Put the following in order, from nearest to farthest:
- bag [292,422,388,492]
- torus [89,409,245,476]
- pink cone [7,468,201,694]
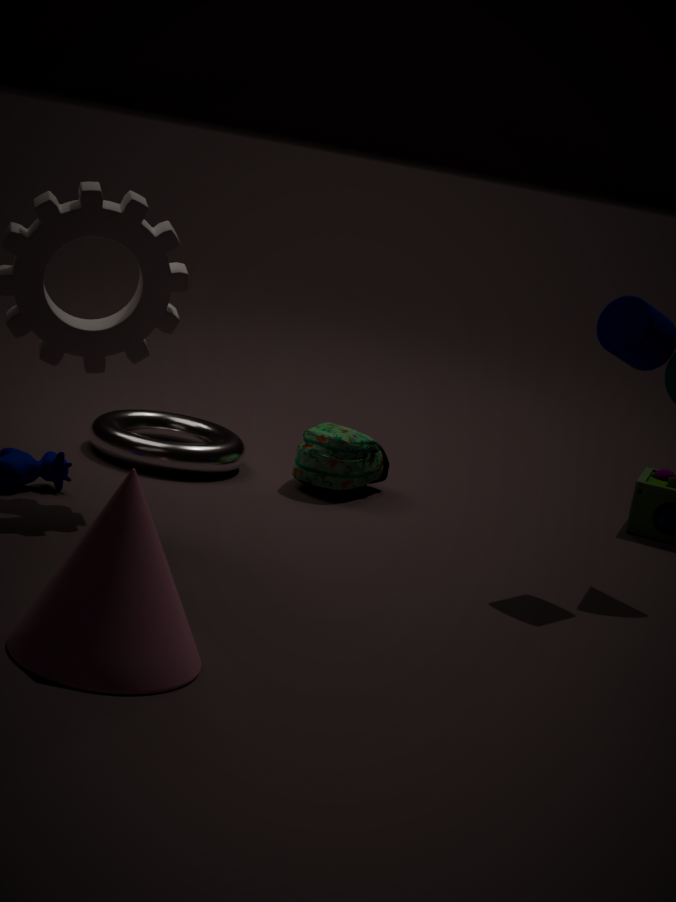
pink cone [7,468,201,694], torus [89,409,245,476], bag [292,422,388,492]
